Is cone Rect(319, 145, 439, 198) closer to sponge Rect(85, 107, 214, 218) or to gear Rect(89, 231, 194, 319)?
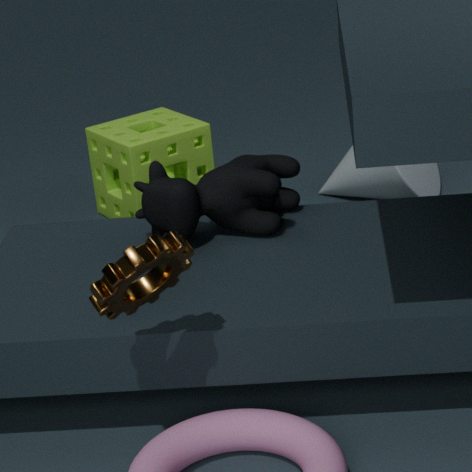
sponge Rect(85, 107, 214, 218)
